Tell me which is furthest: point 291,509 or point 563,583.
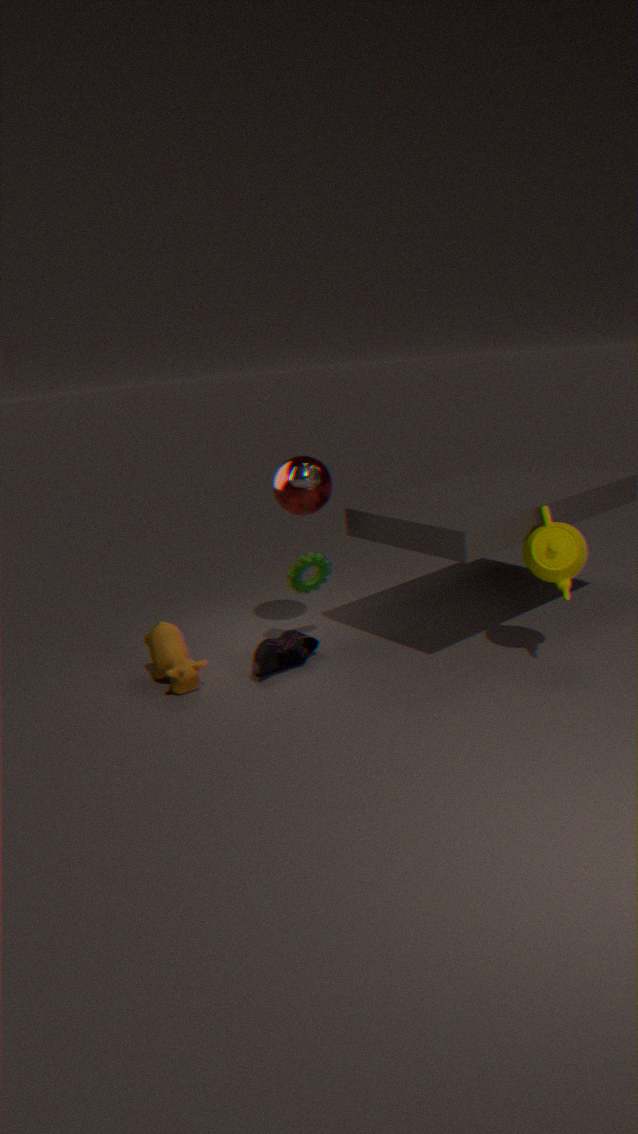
point 291,509
